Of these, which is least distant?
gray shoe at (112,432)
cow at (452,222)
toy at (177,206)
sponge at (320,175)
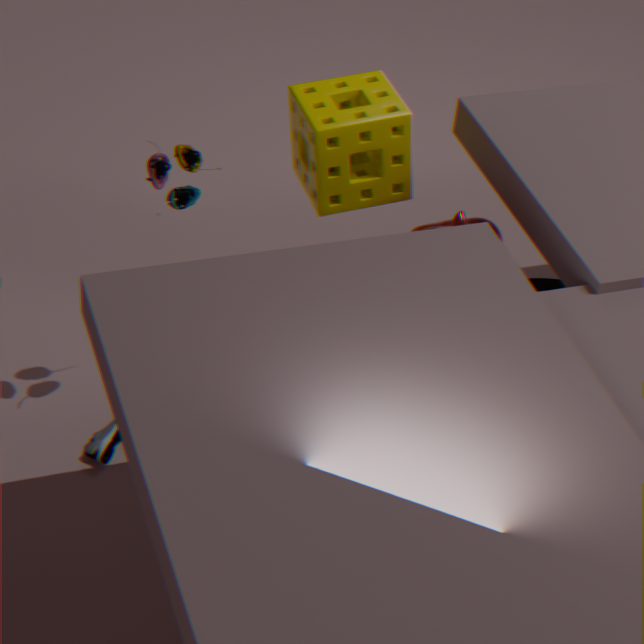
toy at (177,206)
